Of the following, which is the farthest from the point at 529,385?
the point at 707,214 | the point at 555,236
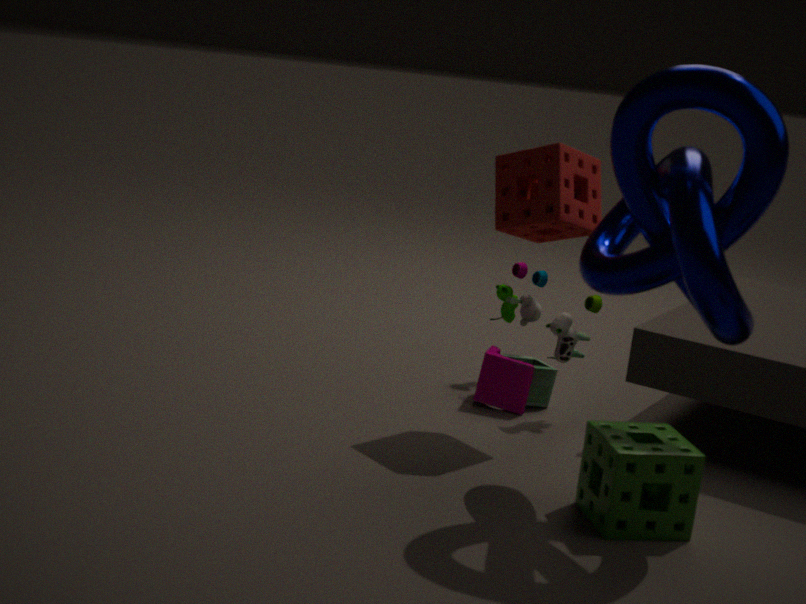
the point at 707,214
